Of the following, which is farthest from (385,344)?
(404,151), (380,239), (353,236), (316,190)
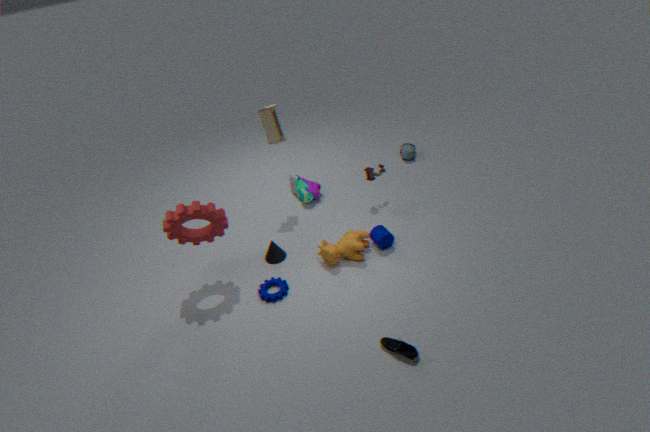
(404,151)
